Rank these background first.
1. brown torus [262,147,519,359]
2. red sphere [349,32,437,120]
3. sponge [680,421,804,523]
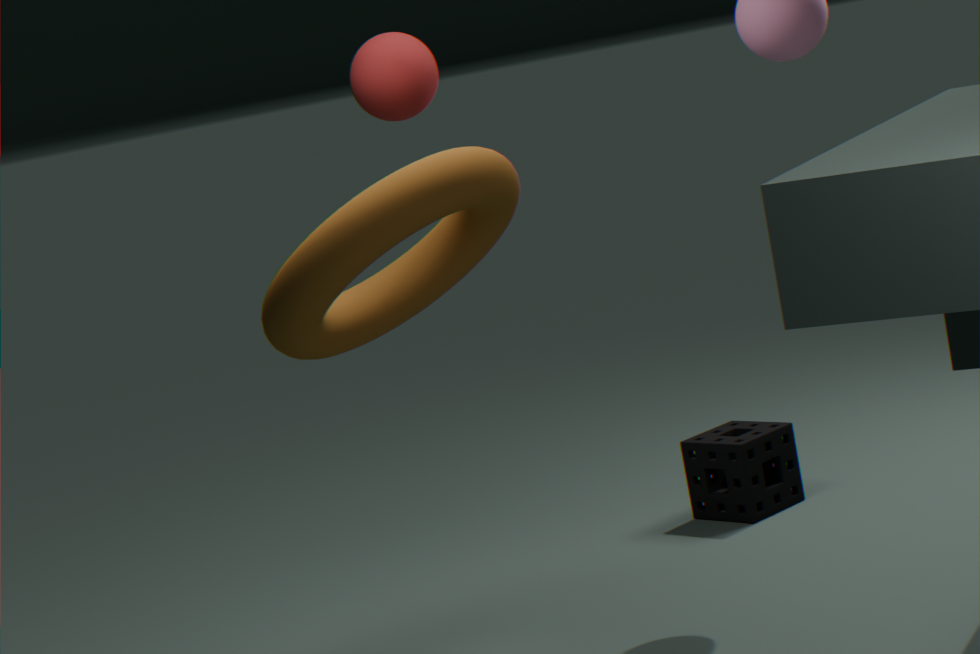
sponge [680,421,804,523] → red sphere [349,32,437,120] → brown torus [262,147,519,359]
